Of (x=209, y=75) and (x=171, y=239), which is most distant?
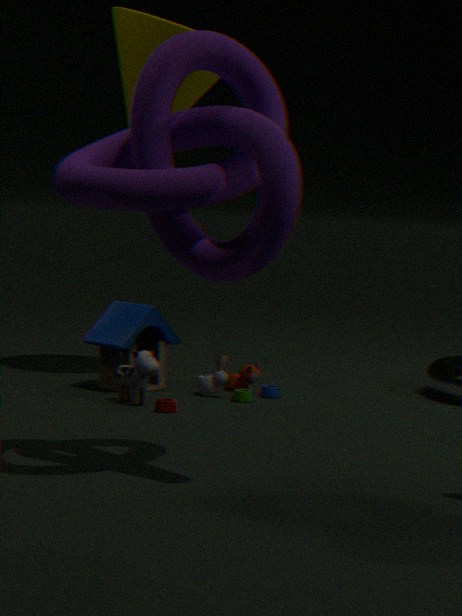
(x=209, y=75)
